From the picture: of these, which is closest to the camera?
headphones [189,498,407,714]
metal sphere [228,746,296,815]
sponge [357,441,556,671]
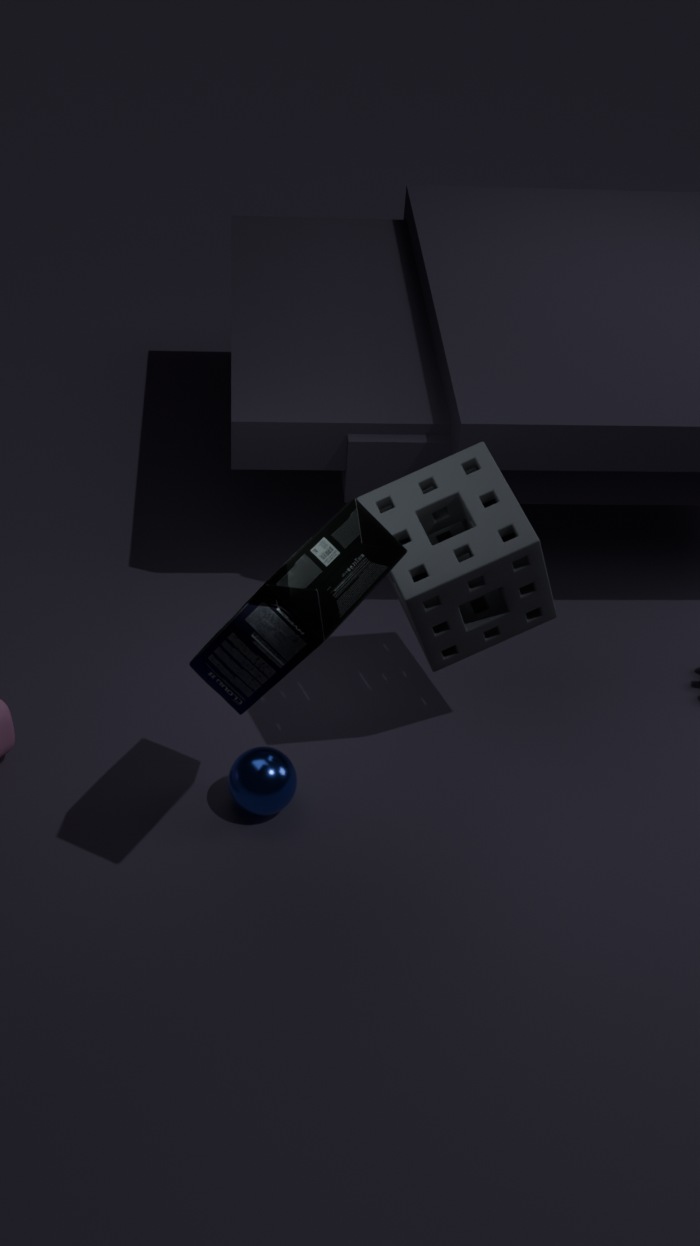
headphones [189,498,407,714]
